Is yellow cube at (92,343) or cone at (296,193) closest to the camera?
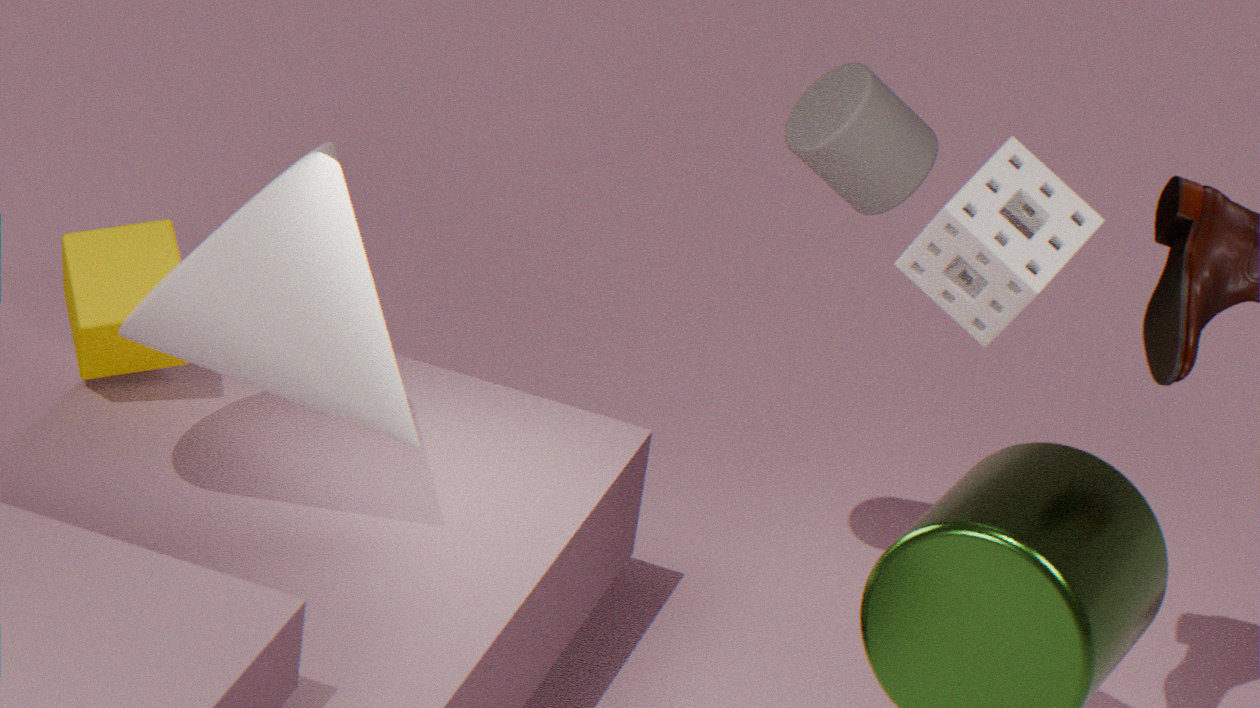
cone at (296,193)
